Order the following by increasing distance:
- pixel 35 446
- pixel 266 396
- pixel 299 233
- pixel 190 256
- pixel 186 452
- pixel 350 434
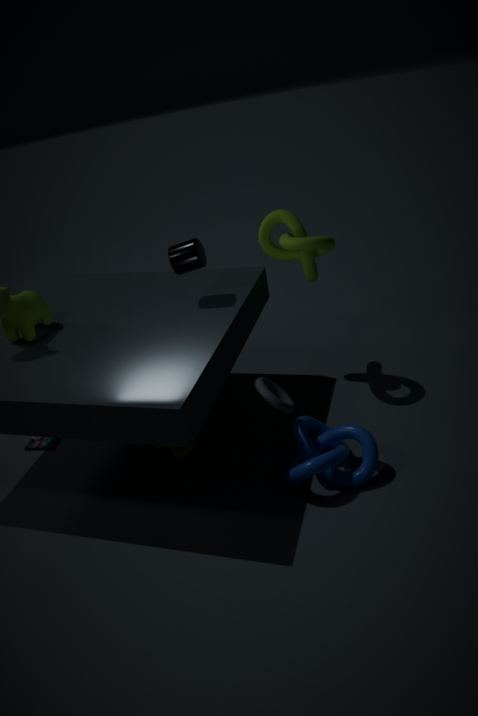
pixel 266 396 < pixel 350 434 < pixel 190 256 < pixel 186 452 < pixel 299 233 < pixel 35 446
